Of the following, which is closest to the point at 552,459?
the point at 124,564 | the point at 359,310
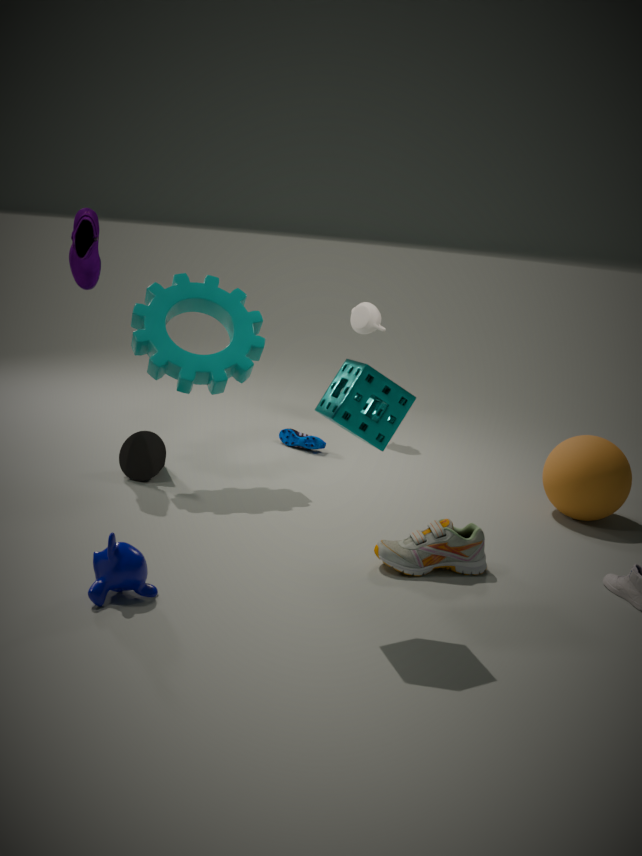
the point at 359,310
